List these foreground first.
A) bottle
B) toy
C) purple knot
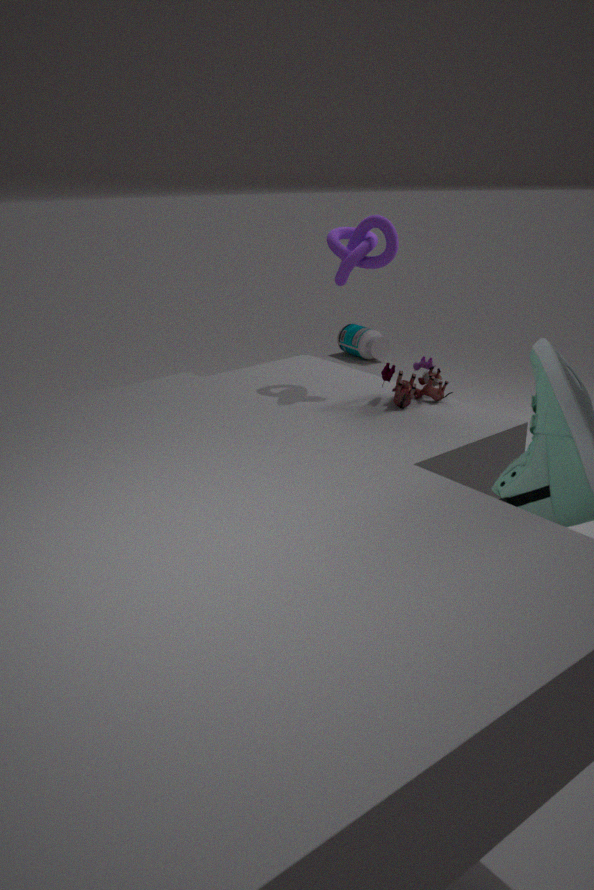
1. toy
2. purple knot
3. bottle
